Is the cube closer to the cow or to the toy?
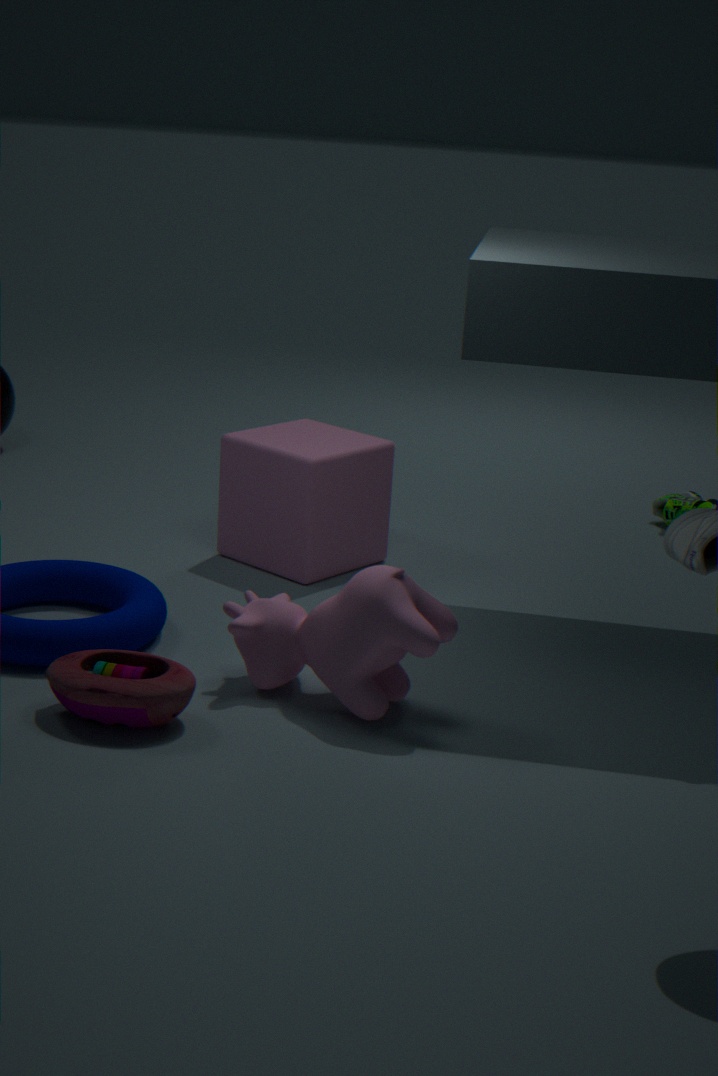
the cow
